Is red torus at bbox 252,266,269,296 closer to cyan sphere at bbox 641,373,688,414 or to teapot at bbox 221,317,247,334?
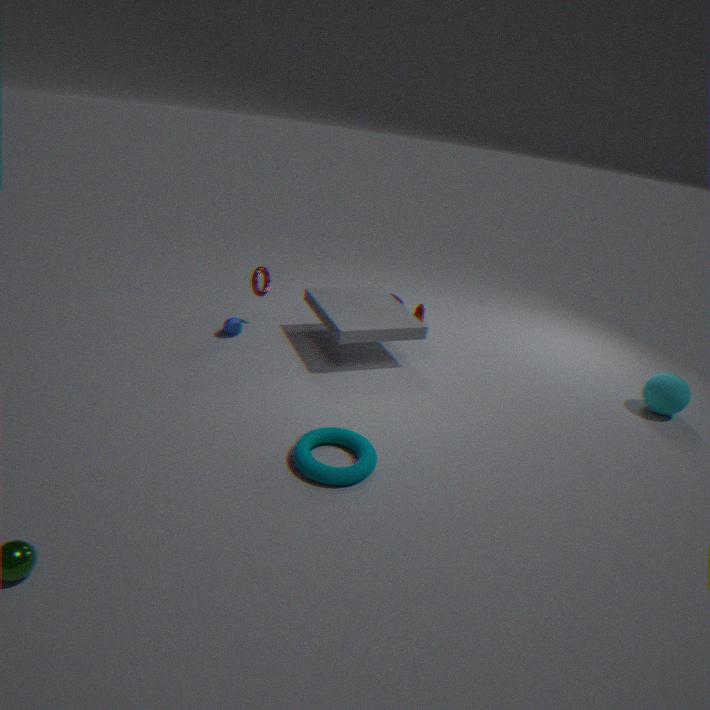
teapot at bbox 221,317,247,334
